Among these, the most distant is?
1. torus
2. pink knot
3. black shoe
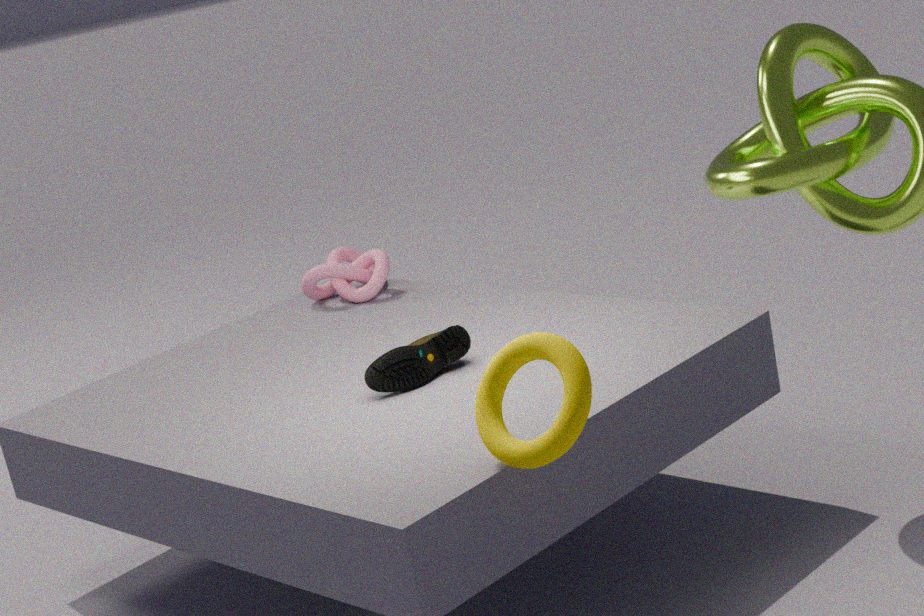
pink knot
